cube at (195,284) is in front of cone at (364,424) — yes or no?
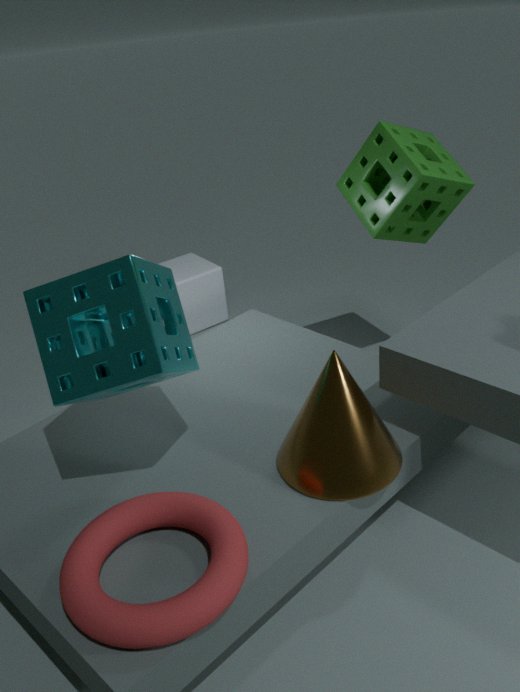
No
